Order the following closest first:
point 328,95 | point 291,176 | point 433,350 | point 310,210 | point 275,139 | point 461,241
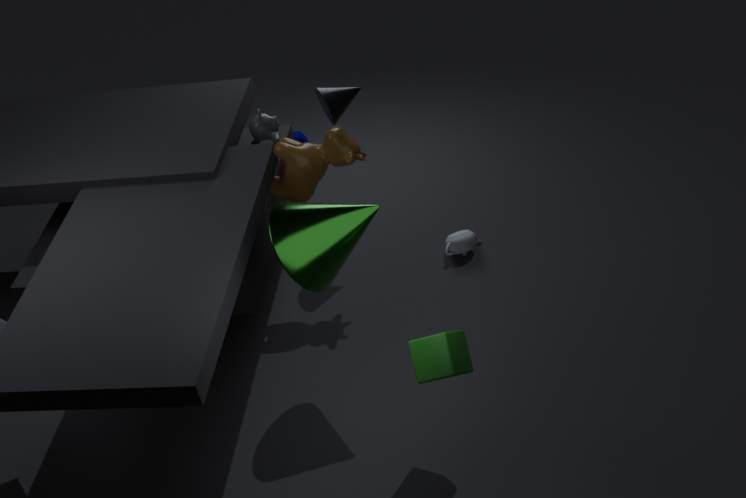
point 433,350 → point 310,210 → point 291,176 → point 328,95 → point 275,139 → point 461,241
